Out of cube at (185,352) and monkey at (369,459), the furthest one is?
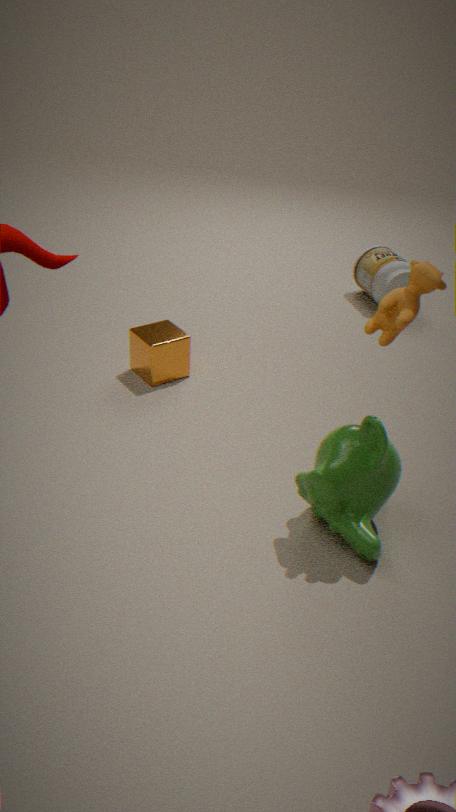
cube at (185,352)
